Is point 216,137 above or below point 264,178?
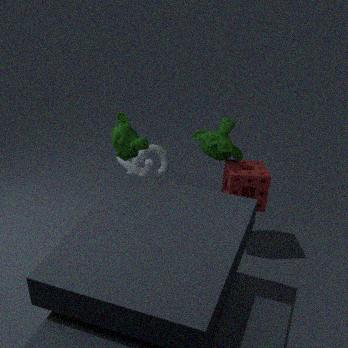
above
